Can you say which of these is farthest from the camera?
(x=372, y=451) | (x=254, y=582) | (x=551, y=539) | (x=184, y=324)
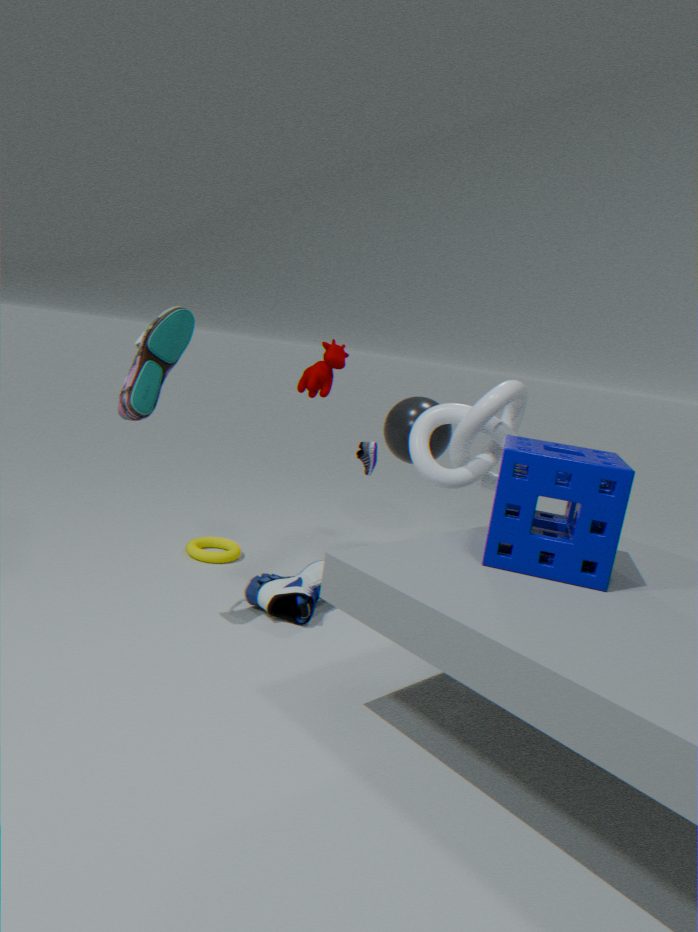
(x=372, y=451)
